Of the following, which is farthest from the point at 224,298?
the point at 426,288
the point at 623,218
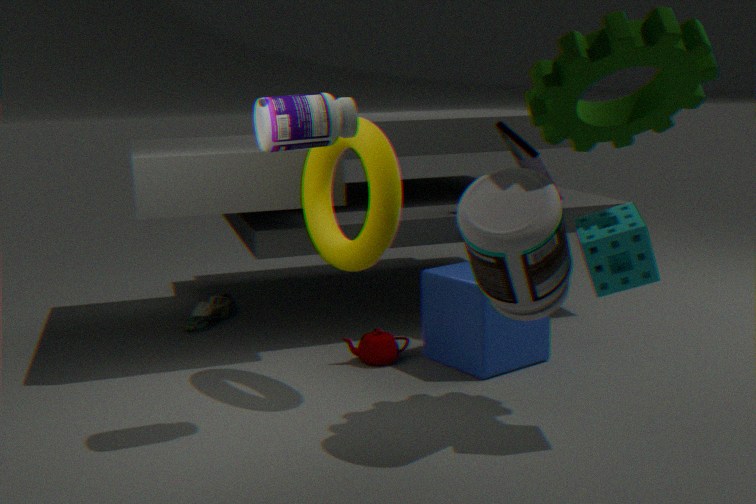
the point at 623,218
